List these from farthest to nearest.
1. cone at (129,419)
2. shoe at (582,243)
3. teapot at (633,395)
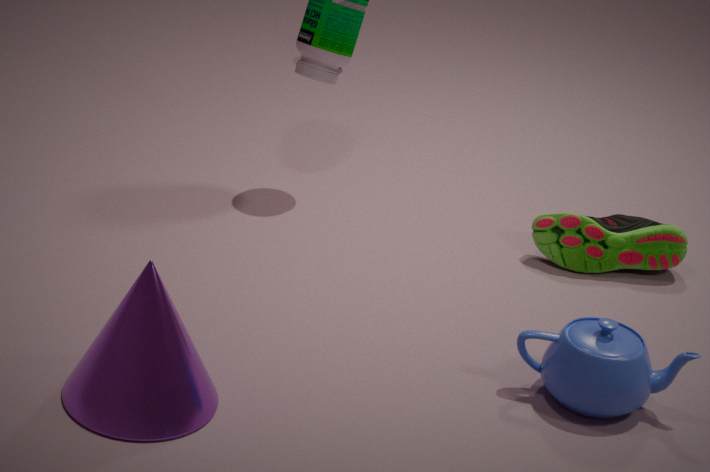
1. shoe at (582,243)
2. teapot at (633,395)
3. cone at (129,419)
